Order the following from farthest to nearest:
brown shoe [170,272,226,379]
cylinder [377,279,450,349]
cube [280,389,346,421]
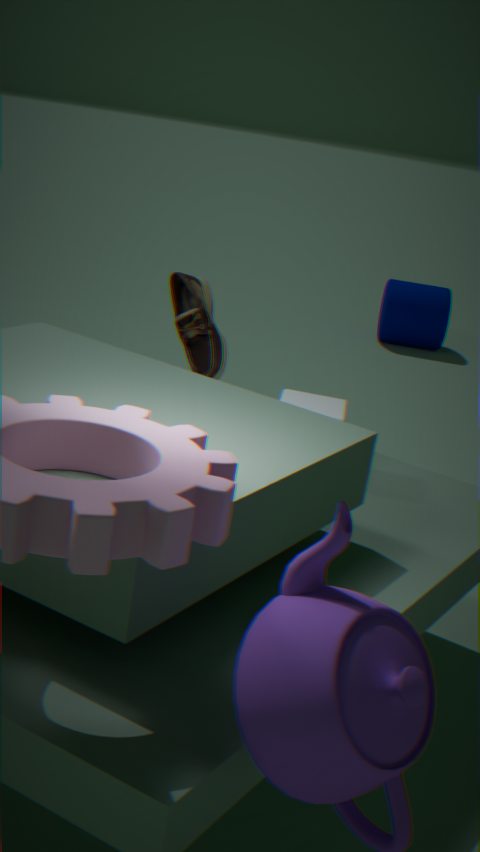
1. cylinder [377,279,450,349]
2. brown shoe [170,272,226,379]
3. cube [280,389,346,421]
